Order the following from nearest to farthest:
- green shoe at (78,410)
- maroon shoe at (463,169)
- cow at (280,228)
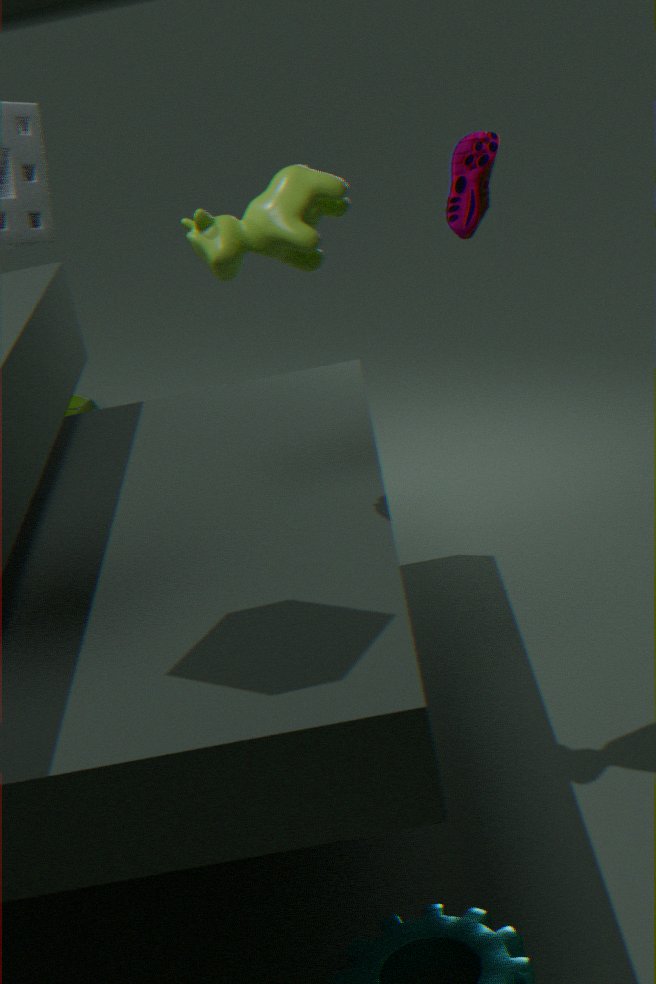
cow at (280,228)
maroon shoe at (463,169)
green shoe at (78,410)
